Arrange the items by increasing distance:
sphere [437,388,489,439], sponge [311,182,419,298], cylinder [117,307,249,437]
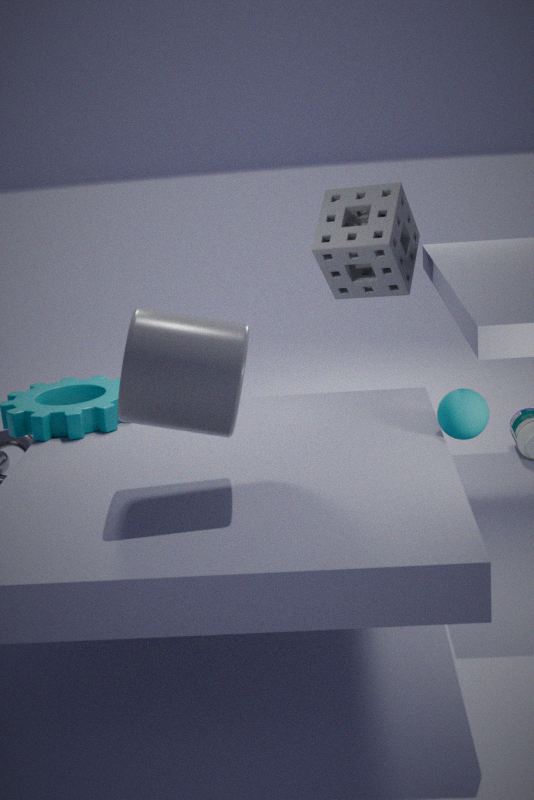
cylinder [117,307,249,437] < sphere [437,388,489,439] < sponge [311,182,419,298]
